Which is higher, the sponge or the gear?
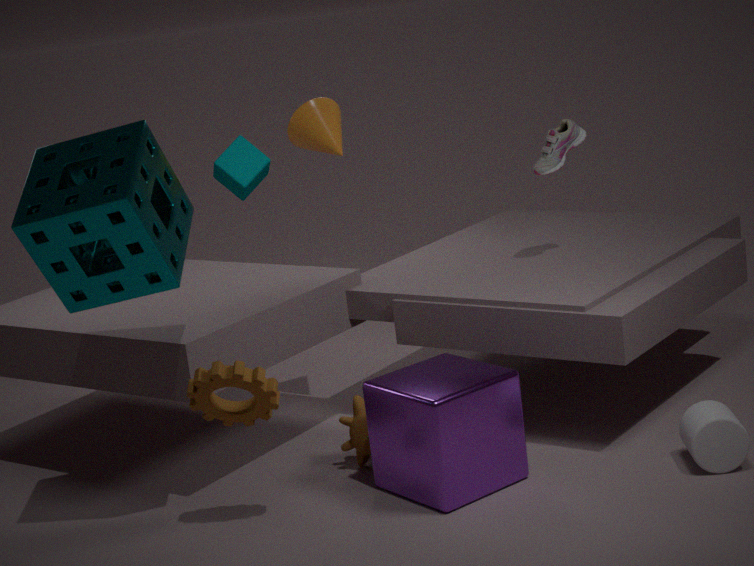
the sponge
